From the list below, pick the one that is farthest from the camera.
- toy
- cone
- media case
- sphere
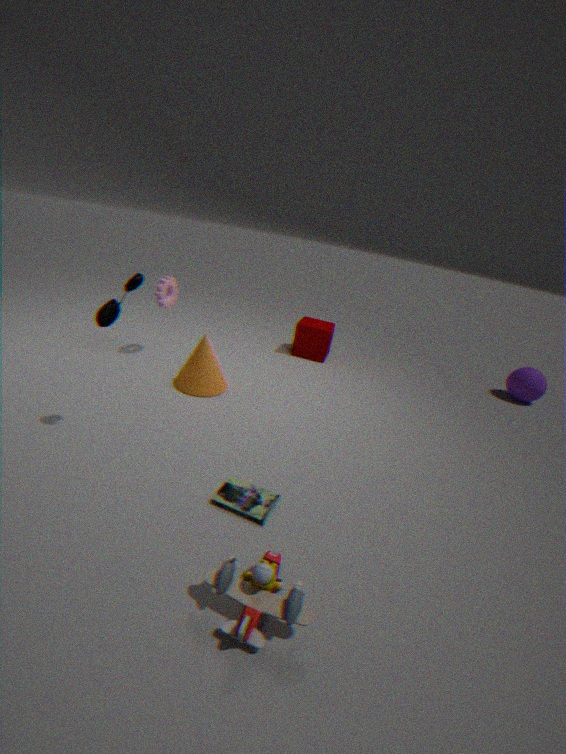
sphere
